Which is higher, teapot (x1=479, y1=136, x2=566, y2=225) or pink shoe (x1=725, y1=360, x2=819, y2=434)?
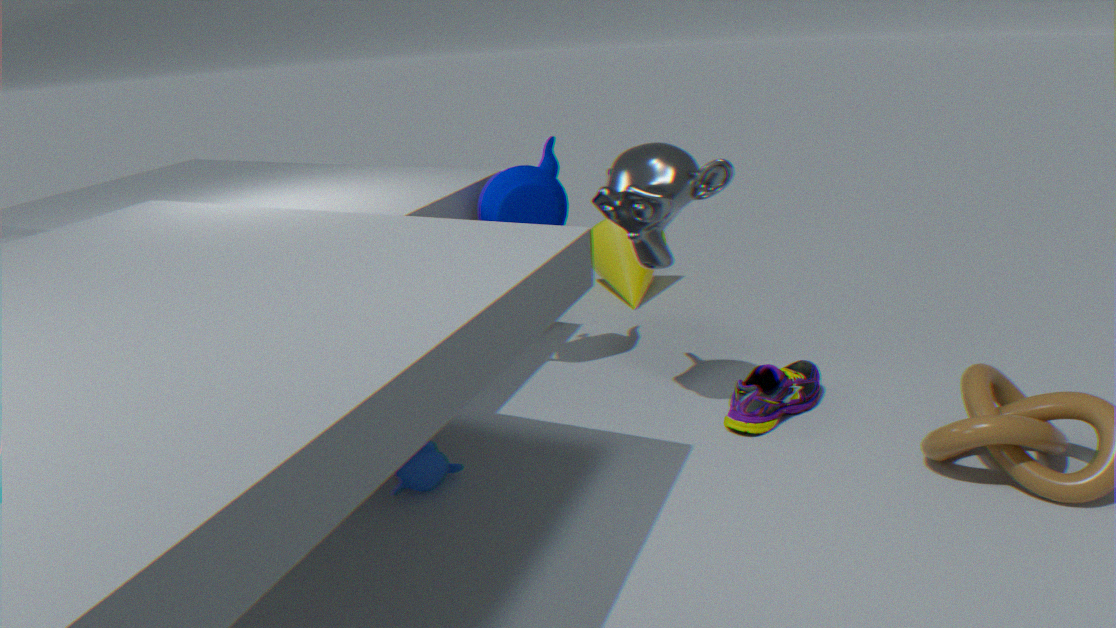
teapot (x1=479, y1=136, x2=566, y2=225)
